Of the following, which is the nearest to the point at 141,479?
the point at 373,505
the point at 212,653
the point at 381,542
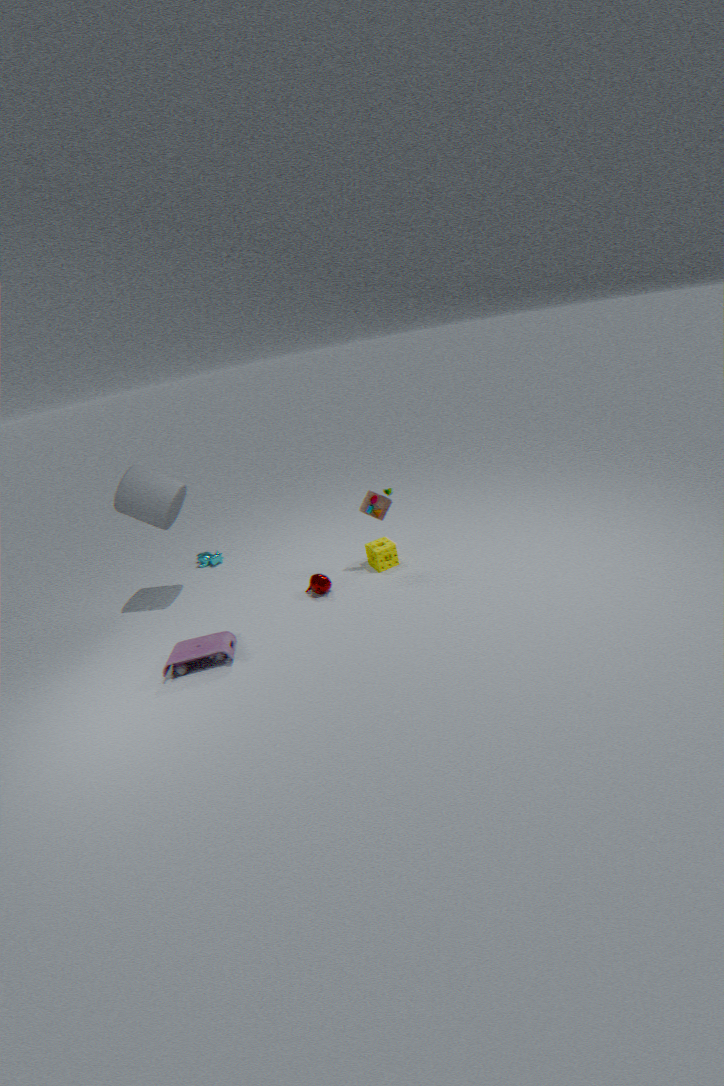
the point at 212,653
